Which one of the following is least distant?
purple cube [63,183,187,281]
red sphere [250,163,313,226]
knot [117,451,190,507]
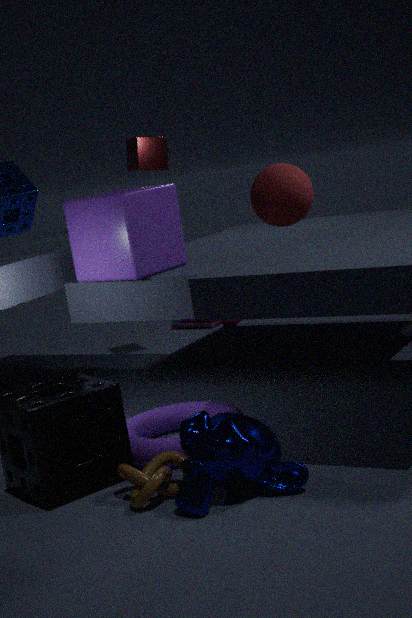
red sphere [250,163,313,226]
